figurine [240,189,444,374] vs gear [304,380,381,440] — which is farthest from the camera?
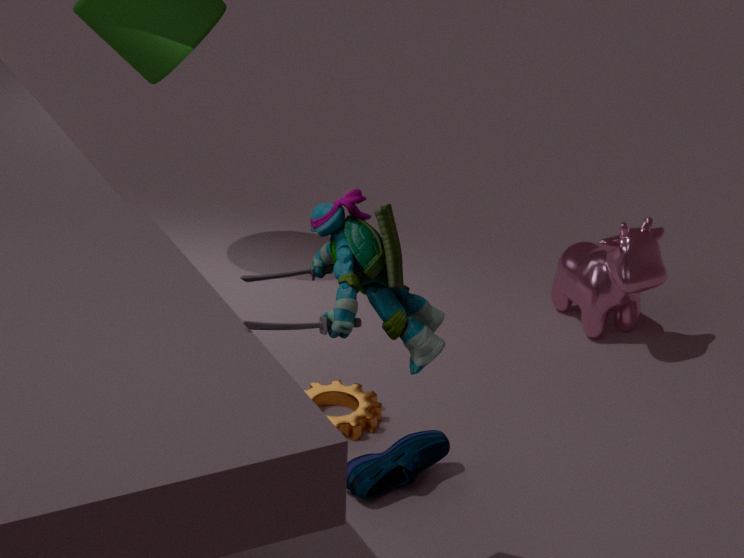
gear [304,380,381,440]
